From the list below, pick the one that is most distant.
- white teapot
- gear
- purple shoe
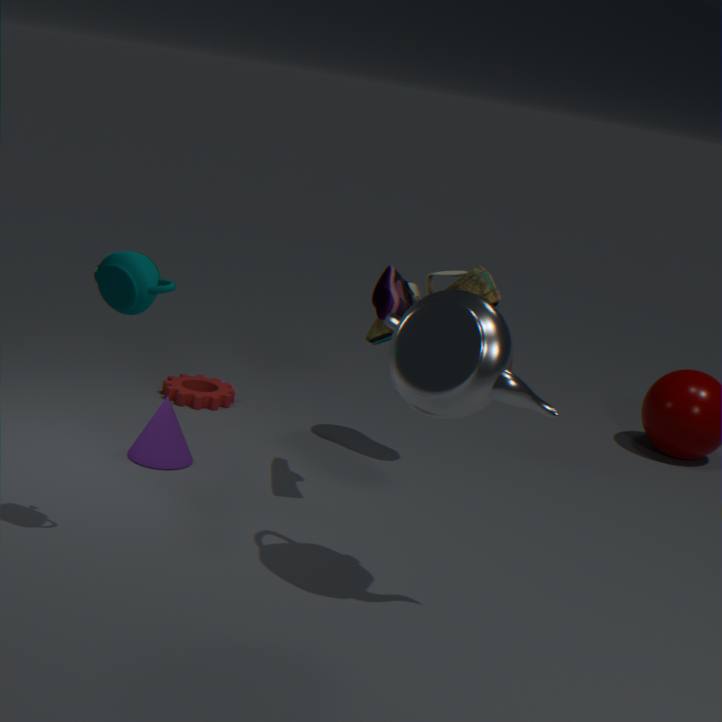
gear
